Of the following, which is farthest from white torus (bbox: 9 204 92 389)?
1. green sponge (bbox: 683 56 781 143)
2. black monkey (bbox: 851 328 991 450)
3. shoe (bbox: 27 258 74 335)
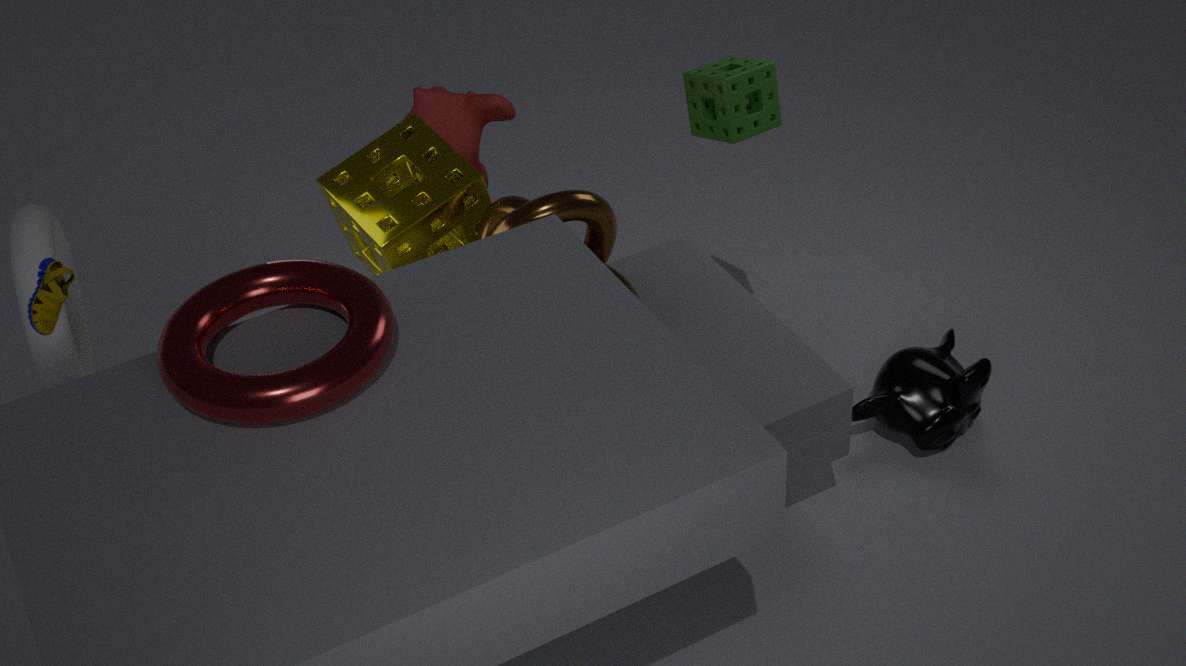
black monkey (bbox: 851 328 991 450)
